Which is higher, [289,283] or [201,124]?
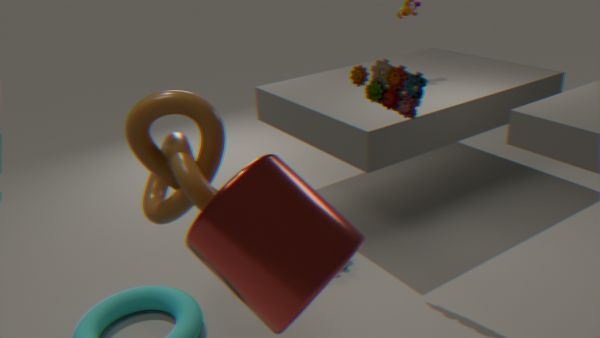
[201,124]
